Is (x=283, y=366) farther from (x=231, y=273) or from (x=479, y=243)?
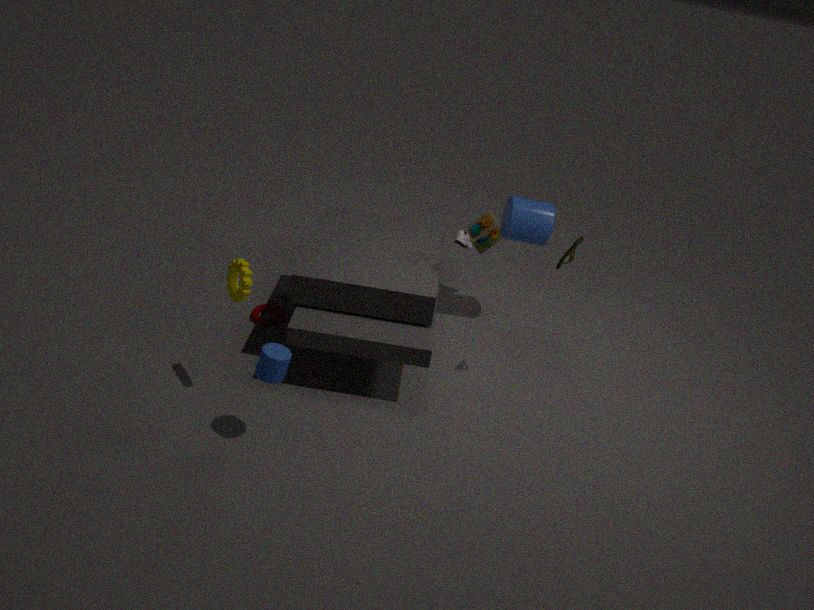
(x=479, y=243)
